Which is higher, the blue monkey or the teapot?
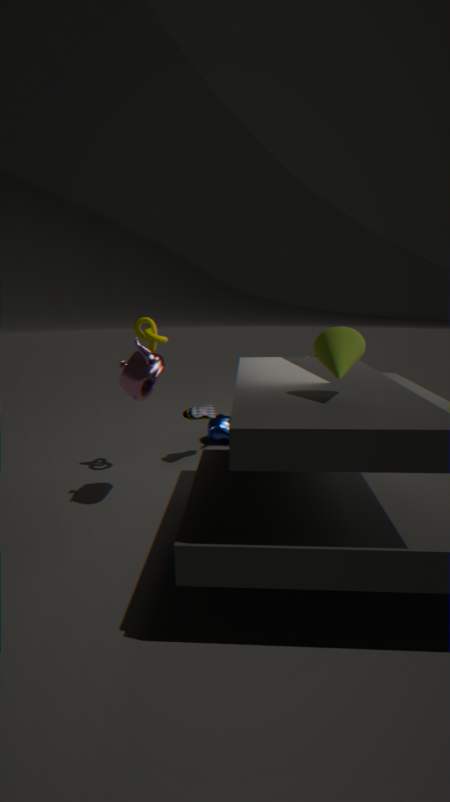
the teapot
